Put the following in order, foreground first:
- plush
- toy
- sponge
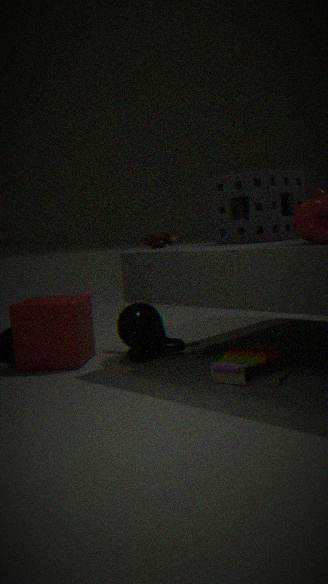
toy
sponge
plush
